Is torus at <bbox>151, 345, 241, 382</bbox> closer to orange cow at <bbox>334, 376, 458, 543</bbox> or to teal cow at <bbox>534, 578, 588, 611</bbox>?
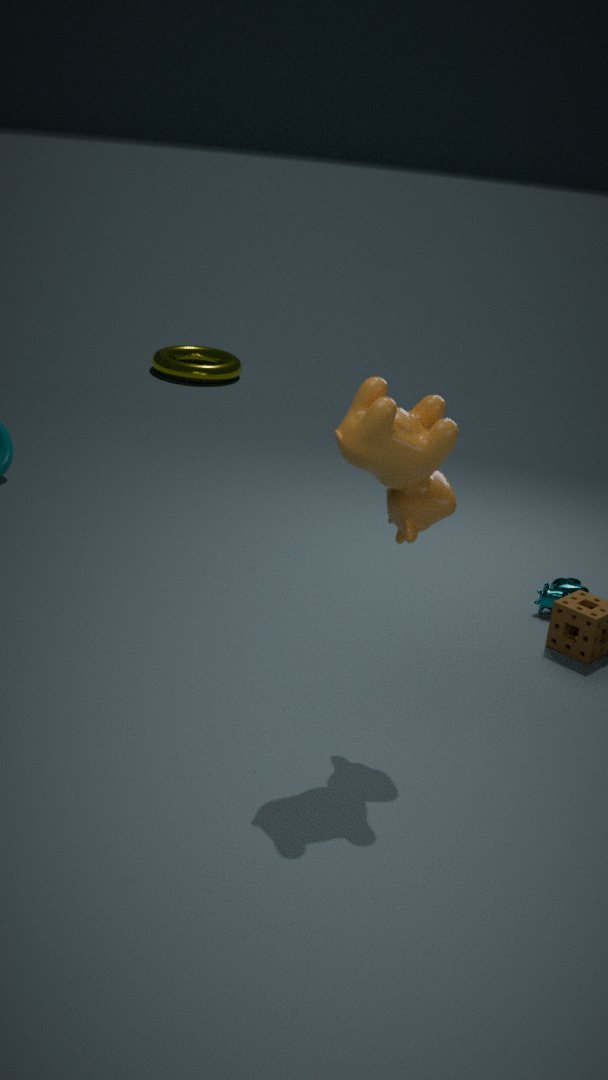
teal cow at <bbox>534, 578, 588, 611</bbox>
